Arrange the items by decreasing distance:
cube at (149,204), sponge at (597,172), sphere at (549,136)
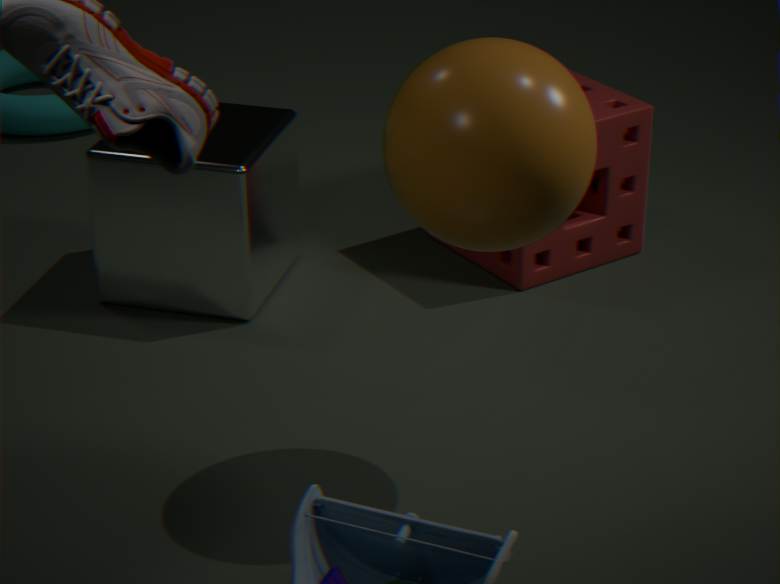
1. sponge at (597,172)
2. cube at (149,204)
3. sphere at (549,136)
